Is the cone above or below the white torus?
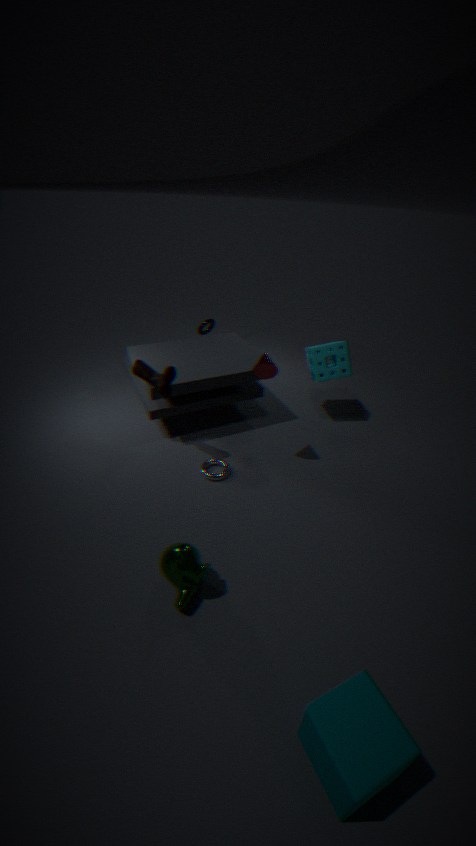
above
